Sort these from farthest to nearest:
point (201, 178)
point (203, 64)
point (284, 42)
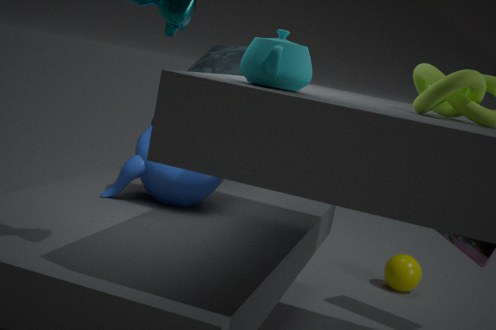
1. point (203, 64)
2. point (201, 178)
3. point (284, 42)
